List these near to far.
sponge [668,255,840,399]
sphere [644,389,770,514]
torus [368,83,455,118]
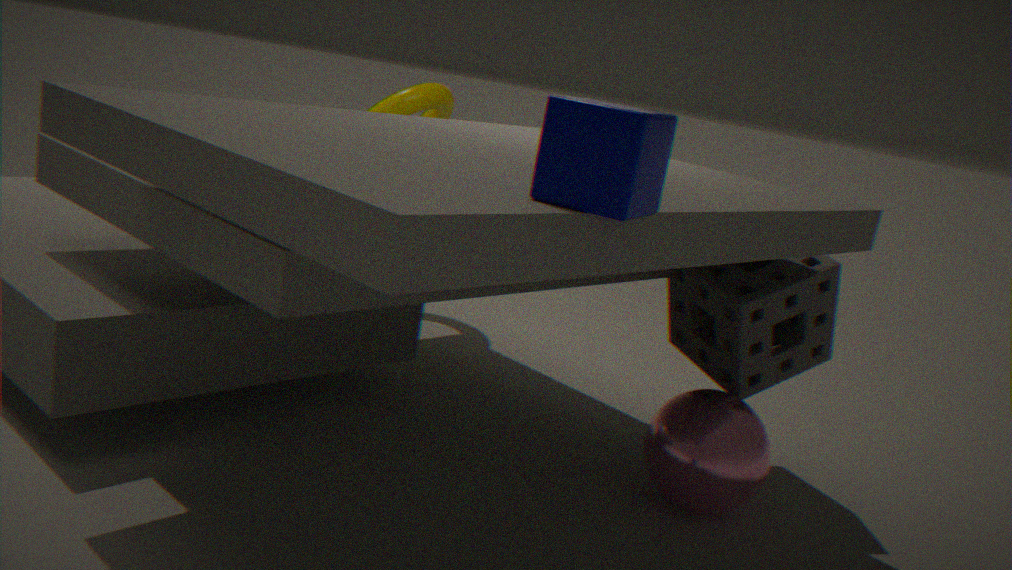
sphere [644,389,770,514] → sponge [668,255,840,399] → torus [368,83,455,118]
